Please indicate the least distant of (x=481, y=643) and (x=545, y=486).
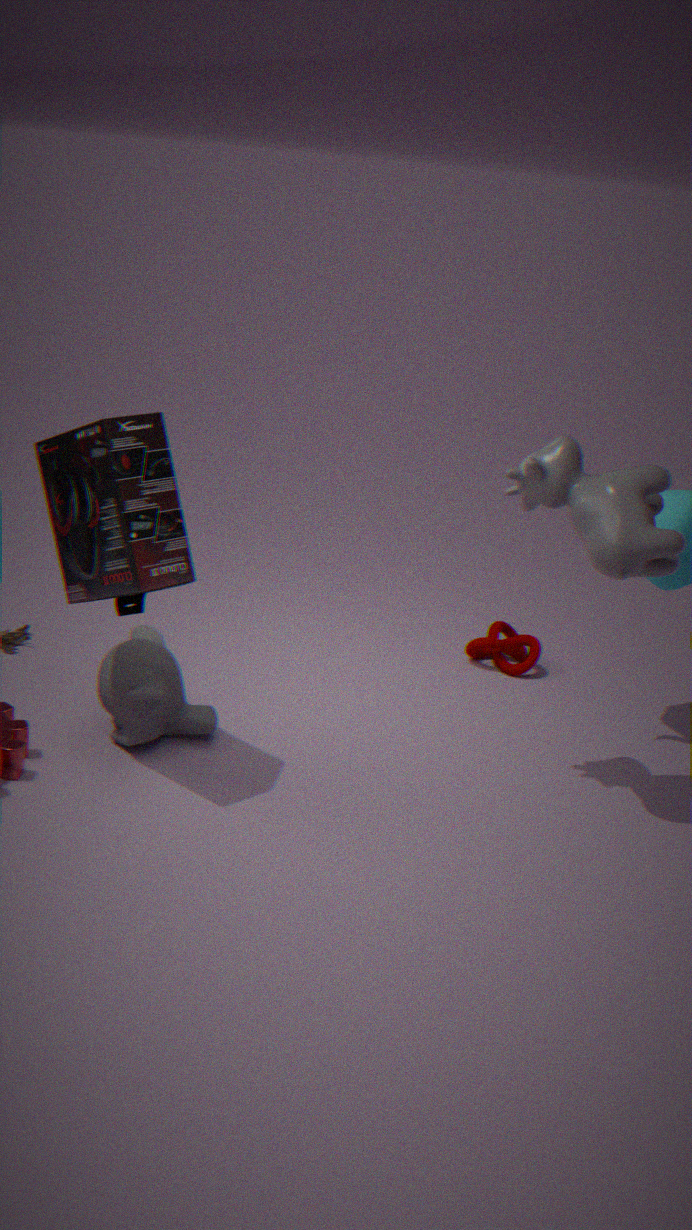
(x=545, y=486)
